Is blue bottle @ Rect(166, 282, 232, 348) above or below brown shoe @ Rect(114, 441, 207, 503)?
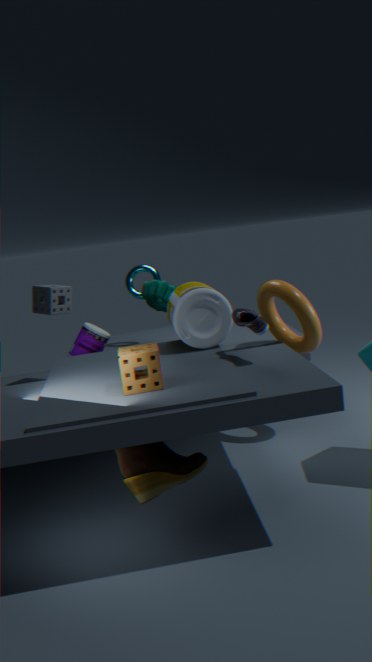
above
